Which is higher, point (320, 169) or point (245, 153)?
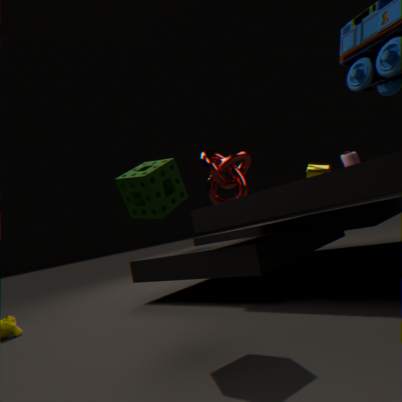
point (245, 153)
